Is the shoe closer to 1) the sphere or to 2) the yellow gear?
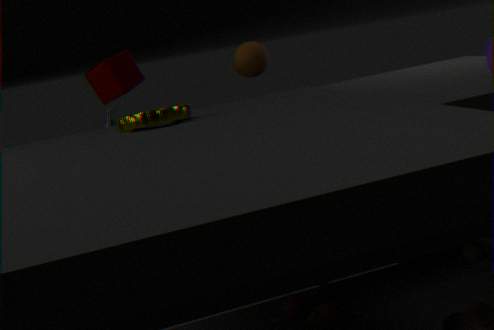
1) the sphere
